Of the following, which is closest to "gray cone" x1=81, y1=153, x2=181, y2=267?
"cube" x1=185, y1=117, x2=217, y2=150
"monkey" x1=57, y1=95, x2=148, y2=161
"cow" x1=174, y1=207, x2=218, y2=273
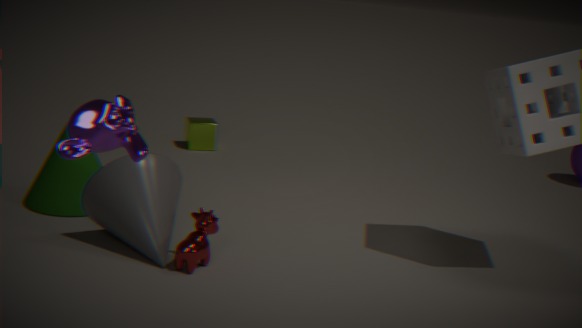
"cow" x1=174, y1=207, x2=218, y2=273
